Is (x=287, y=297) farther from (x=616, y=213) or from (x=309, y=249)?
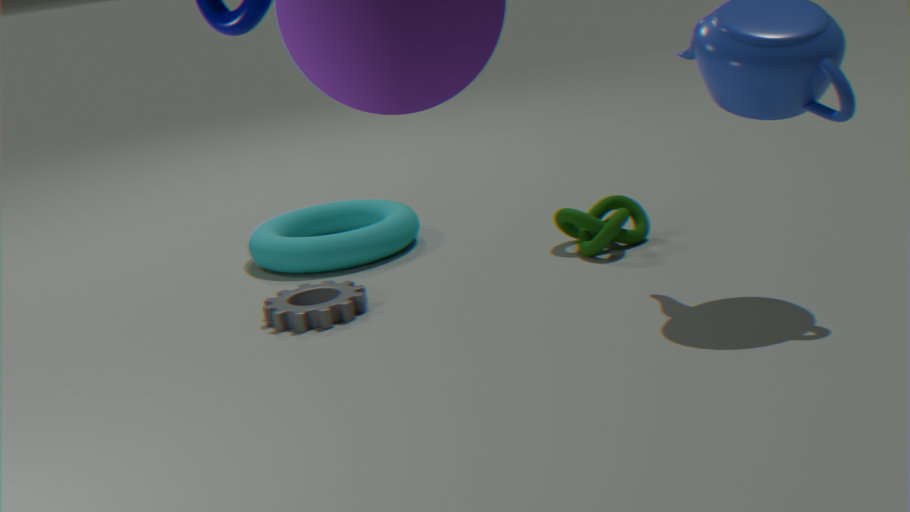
(x=616, y=213)
